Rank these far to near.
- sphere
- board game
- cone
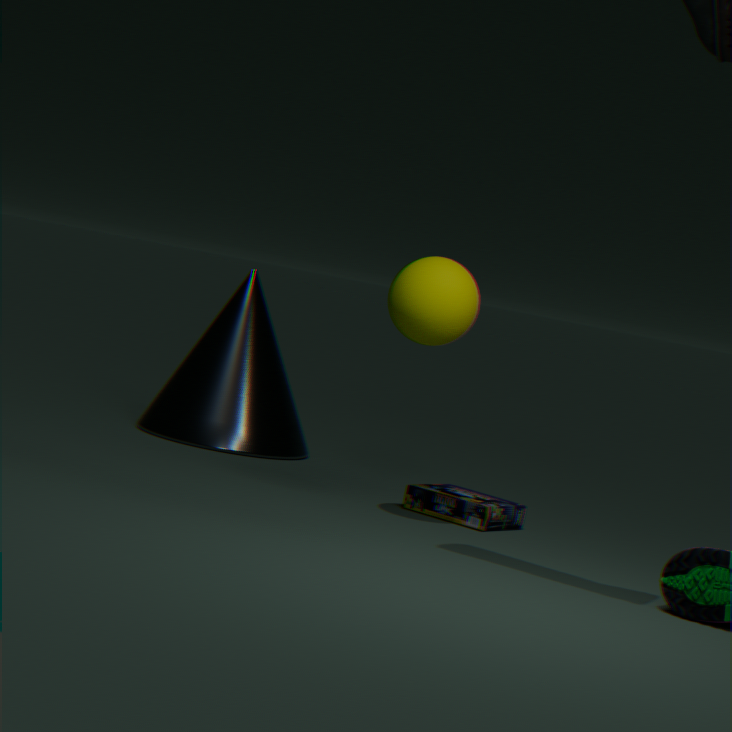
1. cone
2. board game
3. sphere
